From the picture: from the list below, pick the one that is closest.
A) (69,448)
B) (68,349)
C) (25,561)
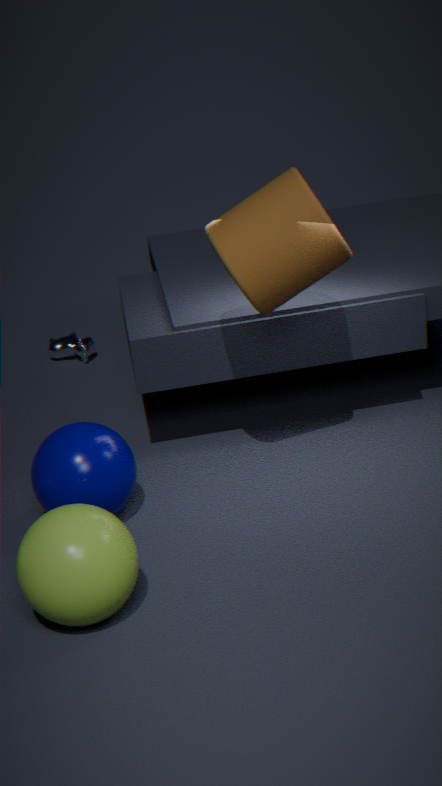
(25,561)
